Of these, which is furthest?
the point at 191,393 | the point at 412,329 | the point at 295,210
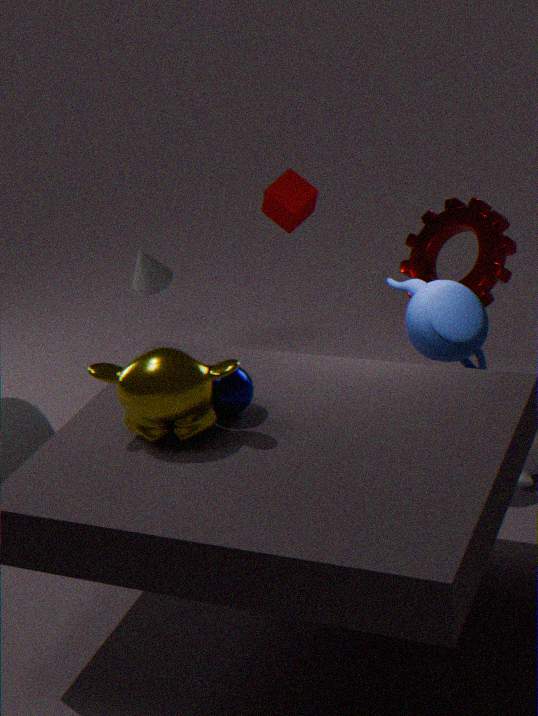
the point at 295,210
